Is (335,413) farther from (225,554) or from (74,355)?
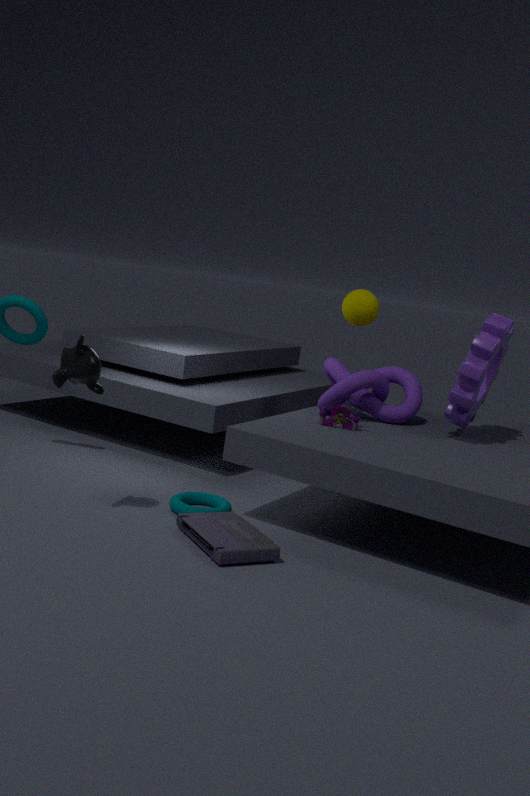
(74,355)
